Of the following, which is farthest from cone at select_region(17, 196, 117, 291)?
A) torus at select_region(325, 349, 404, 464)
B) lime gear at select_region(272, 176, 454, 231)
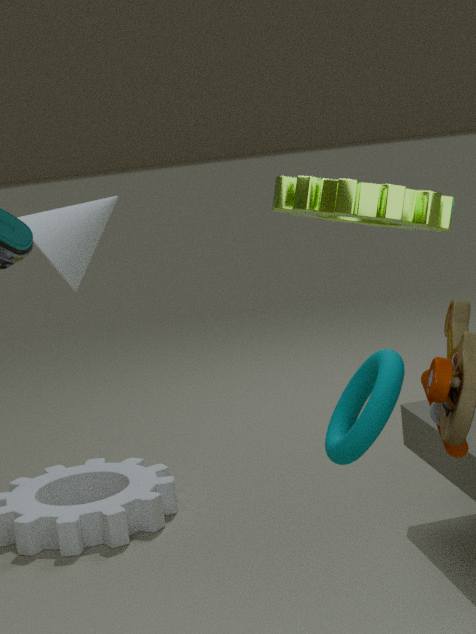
lime gear at select_region(272, 176, 454, 231)
